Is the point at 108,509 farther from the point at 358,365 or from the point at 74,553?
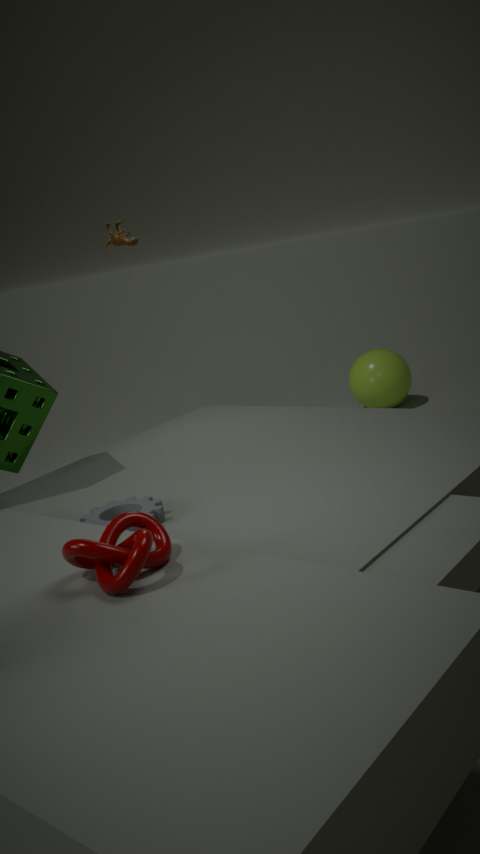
the point at 358,365
